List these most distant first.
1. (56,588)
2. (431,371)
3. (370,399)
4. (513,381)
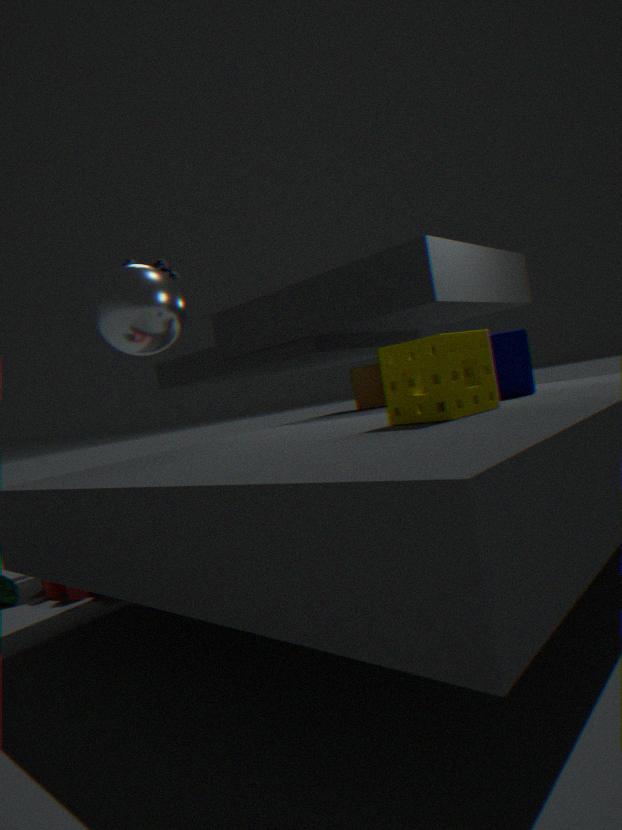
(370,399) → (56,588) → (513,381) → (431,371)
